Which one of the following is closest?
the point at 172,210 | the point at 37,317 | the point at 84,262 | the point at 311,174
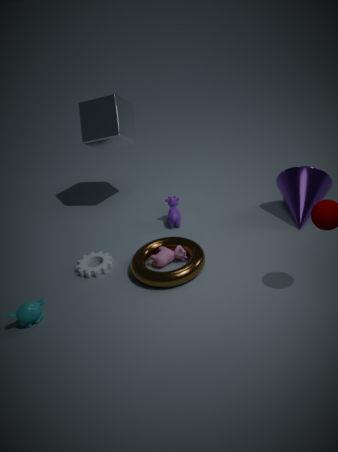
the point at 37,317
